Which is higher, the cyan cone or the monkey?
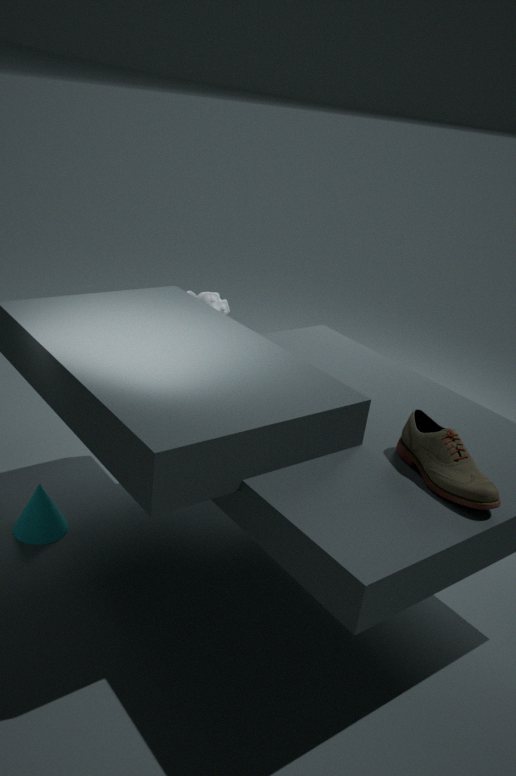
the monkey
